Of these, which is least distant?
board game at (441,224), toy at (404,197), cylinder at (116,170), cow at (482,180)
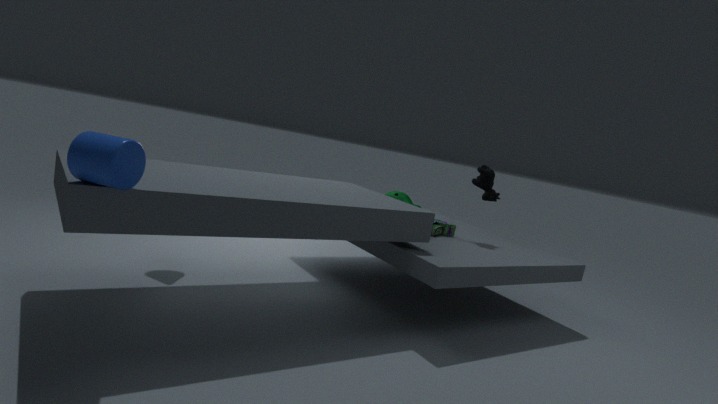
cylinder at (116,170)
